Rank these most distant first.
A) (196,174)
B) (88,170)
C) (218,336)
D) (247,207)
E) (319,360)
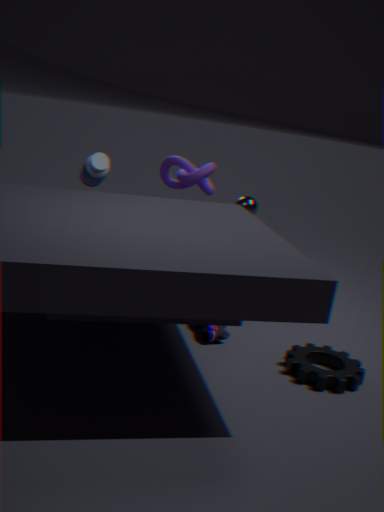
(196,174) → (247,207) → (88,170) → (218,336) → (319,360)
